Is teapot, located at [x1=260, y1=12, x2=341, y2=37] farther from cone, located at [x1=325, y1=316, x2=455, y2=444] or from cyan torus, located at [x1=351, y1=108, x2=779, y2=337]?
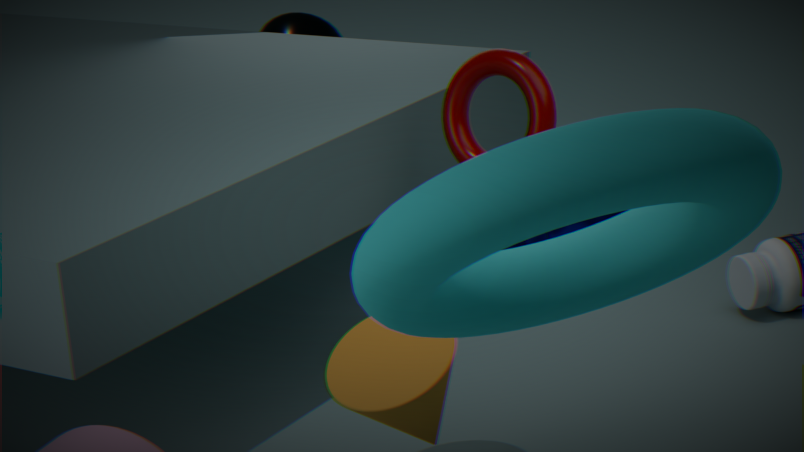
cyan torus, located at [x1=351, y1=108, x2=779, y2=337]
